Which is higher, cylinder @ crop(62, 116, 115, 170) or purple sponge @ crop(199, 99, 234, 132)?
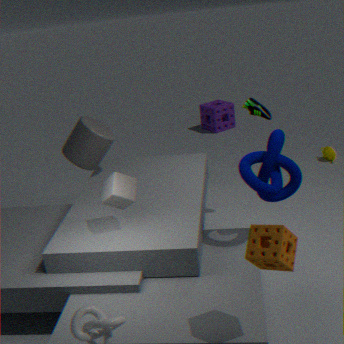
cylinder @ crop(62, 116, 115, 170)
